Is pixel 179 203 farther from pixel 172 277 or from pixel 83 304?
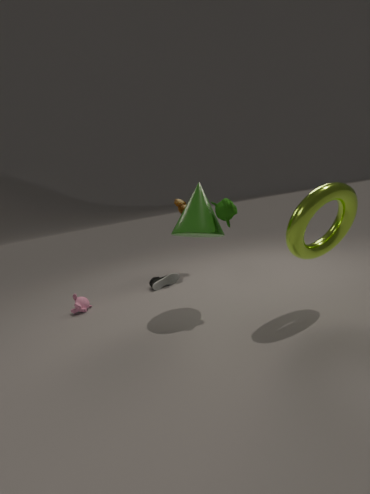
pixel 83 304
